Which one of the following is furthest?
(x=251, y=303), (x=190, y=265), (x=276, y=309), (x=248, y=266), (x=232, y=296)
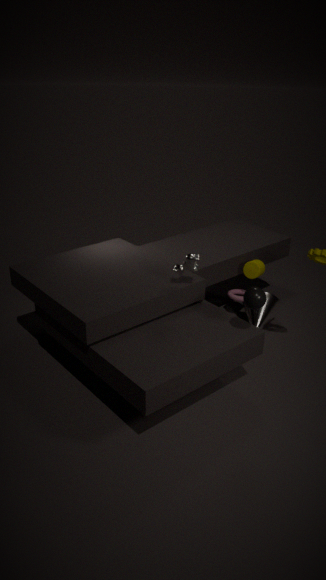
(x=276, y=309)
